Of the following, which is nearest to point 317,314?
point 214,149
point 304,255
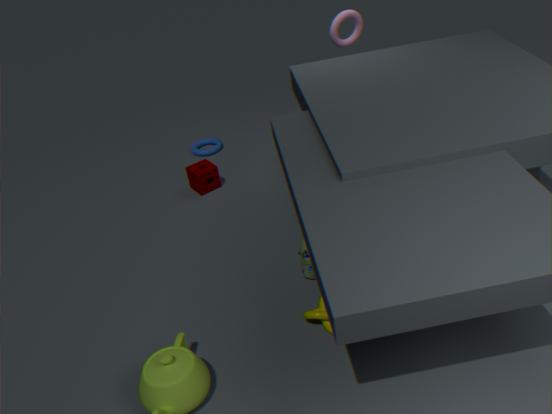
point 304,255
